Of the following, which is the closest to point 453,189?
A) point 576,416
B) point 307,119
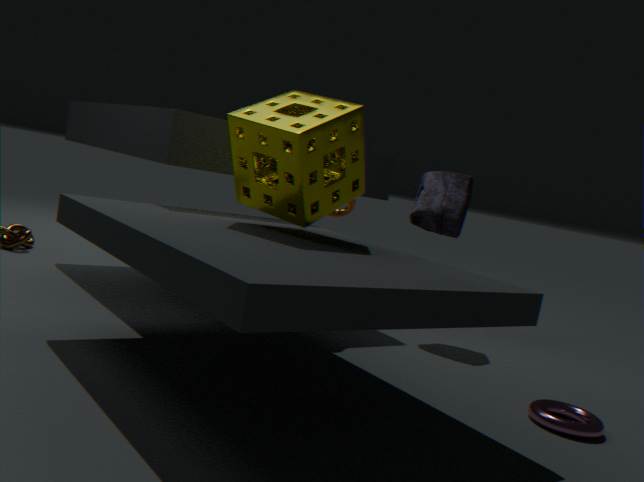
point 307,119
